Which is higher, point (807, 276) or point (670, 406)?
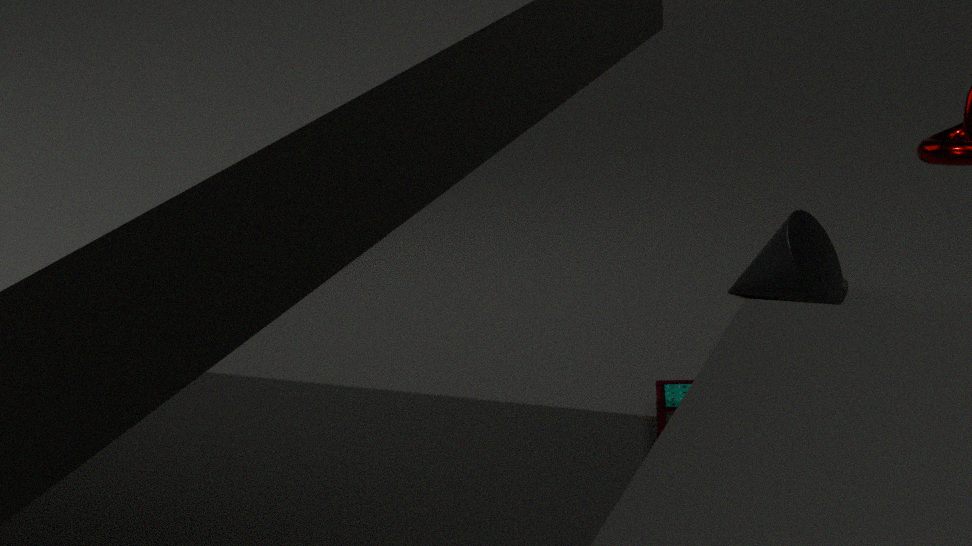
point (807, 276)
